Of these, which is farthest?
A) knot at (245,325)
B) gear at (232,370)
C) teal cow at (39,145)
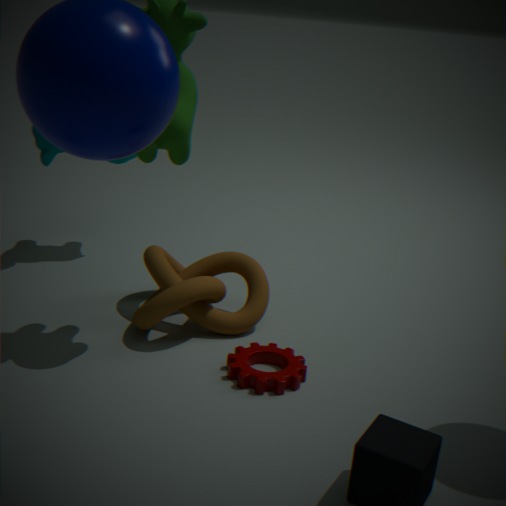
teal cow at (39,145)
